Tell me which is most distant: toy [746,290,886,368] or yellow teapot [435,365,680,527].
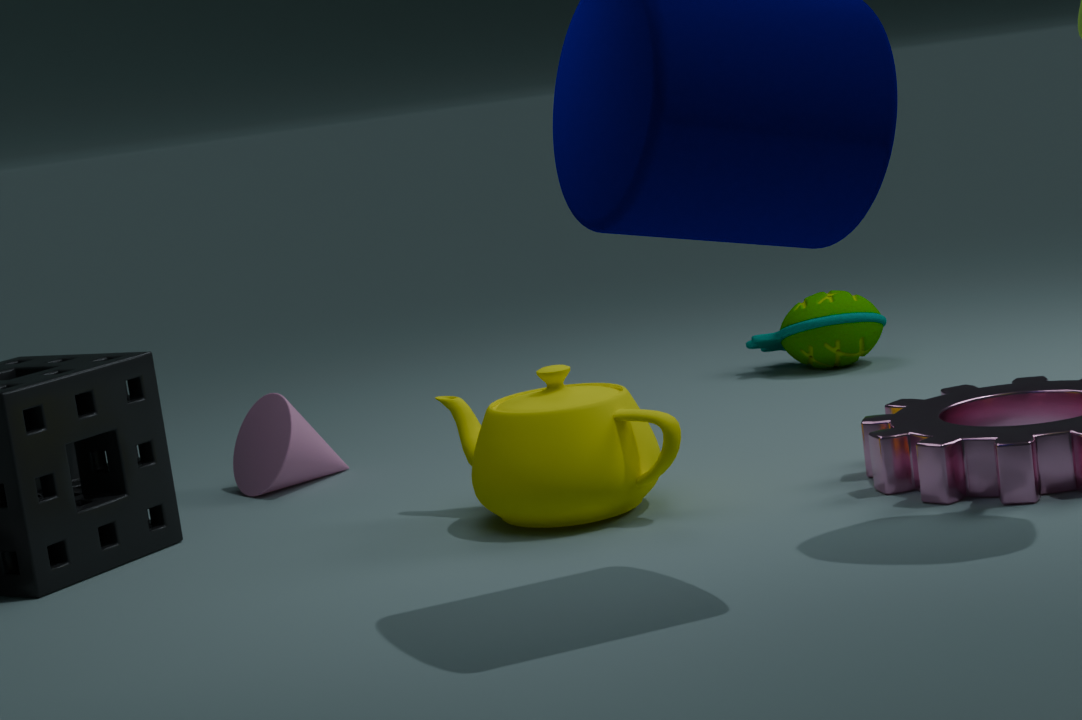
toy [746,290,886,368]
